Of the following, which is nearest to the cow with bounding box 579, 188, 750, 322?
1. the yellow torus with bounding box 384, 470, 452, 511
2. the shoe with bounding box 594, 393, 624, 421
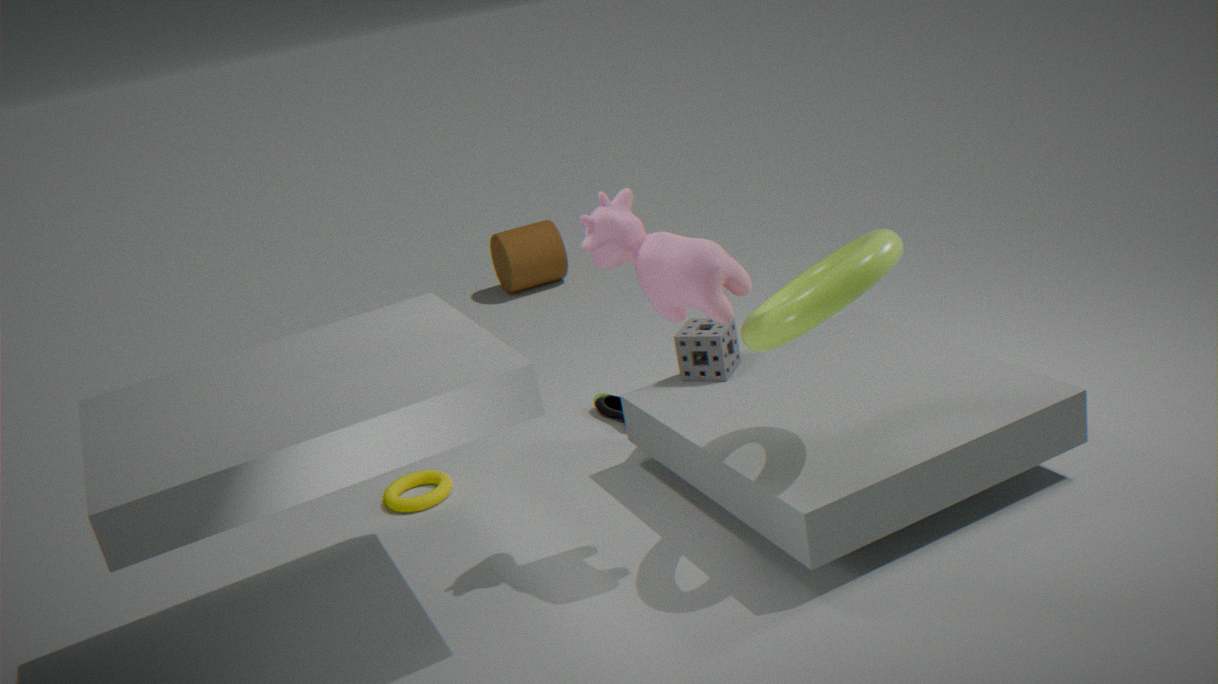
the shoe with bounding box 594, 393, 624, 421
